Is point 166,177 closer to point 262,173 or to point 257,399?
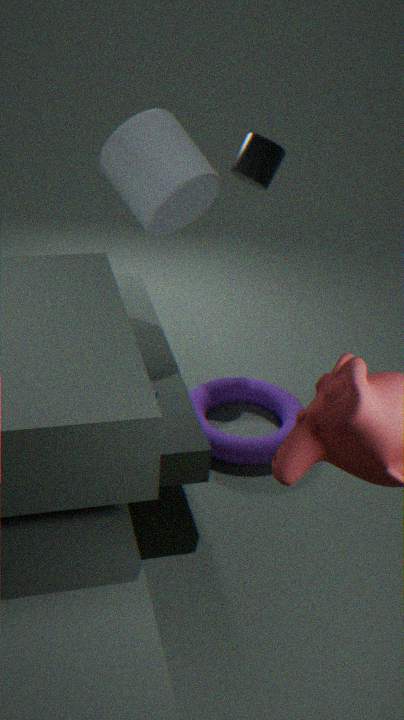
point 262,173
